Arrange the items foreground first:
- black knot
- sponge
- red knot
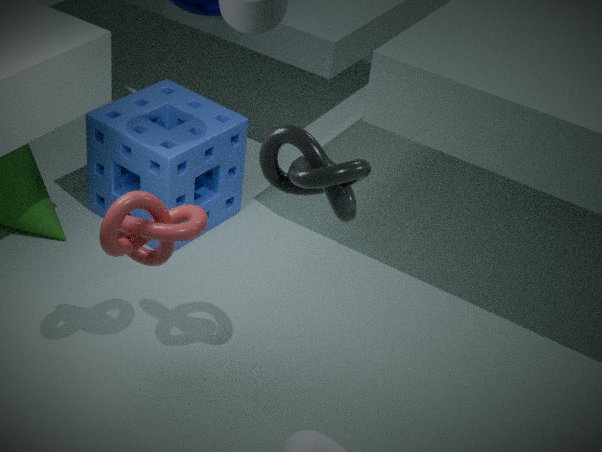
black knot, red knot, sponge
